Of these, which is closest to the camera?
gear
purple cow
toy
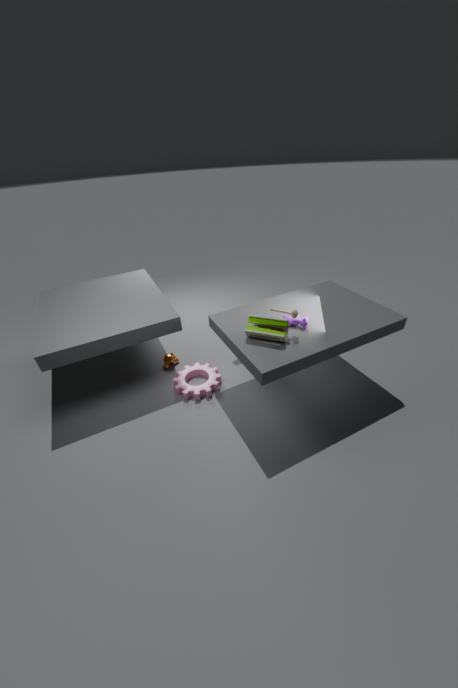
toy
